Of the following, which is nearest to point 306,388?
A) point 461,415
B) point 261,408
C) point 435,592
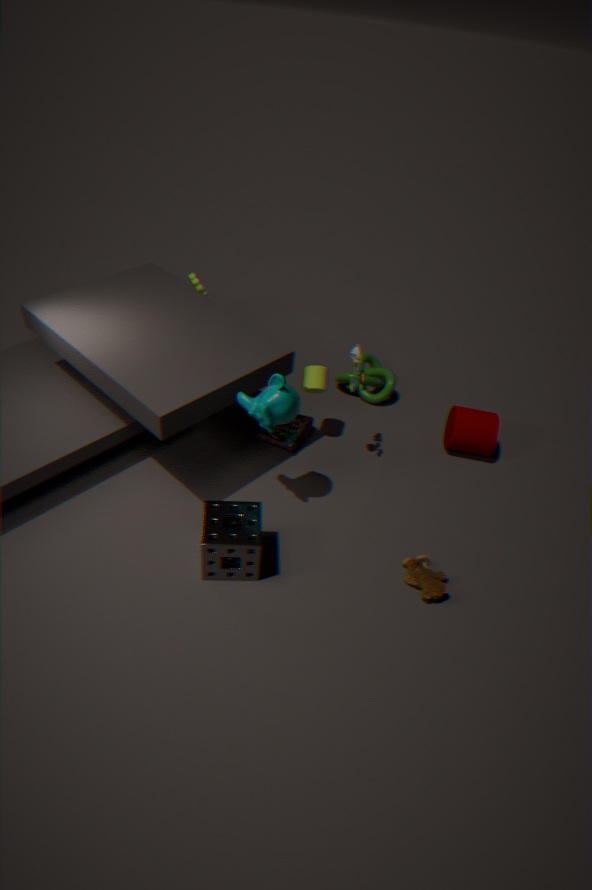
point 261,408
